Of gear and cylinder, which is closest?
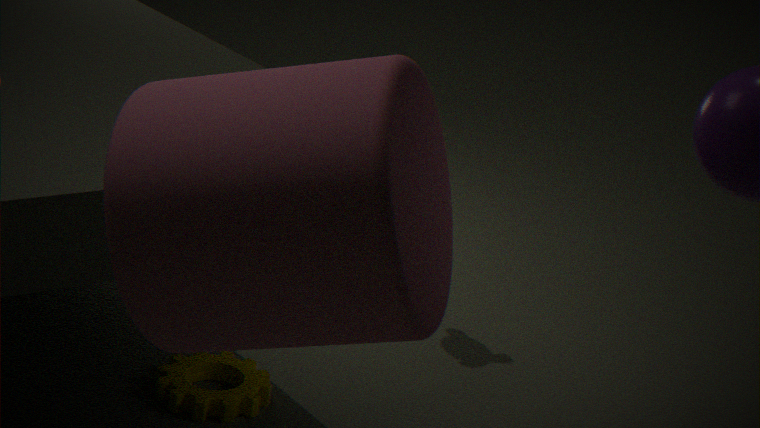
cylinder
